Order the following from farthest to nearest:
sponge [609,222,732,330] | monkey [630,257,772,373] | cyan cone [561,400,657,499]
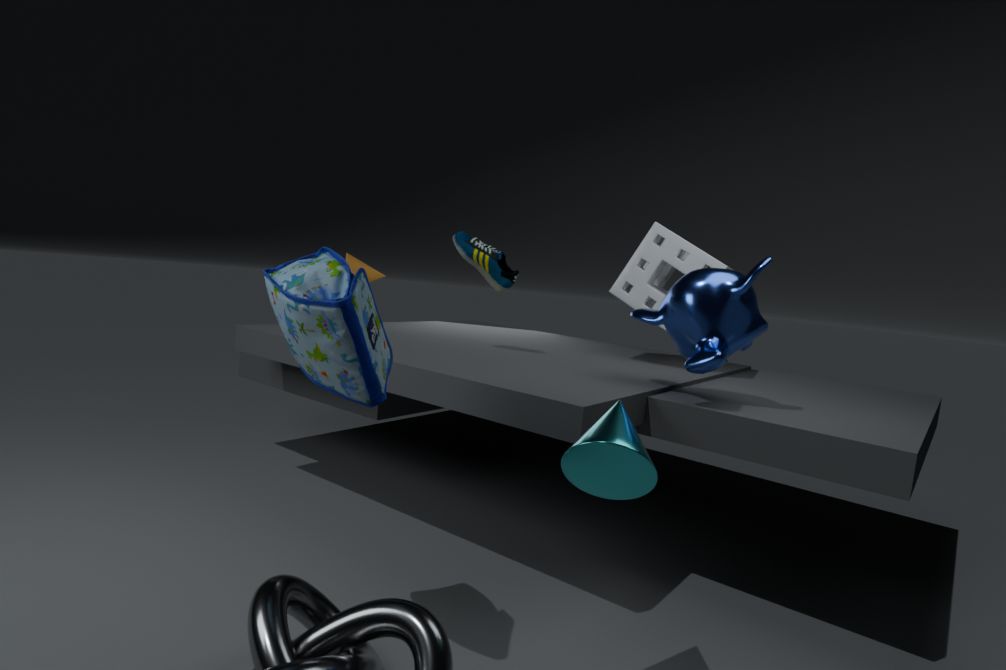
1. sponge [609,222,732,330]
2. monkey [630,257,772,373]
3. cyan cone [561,400,657,499]
